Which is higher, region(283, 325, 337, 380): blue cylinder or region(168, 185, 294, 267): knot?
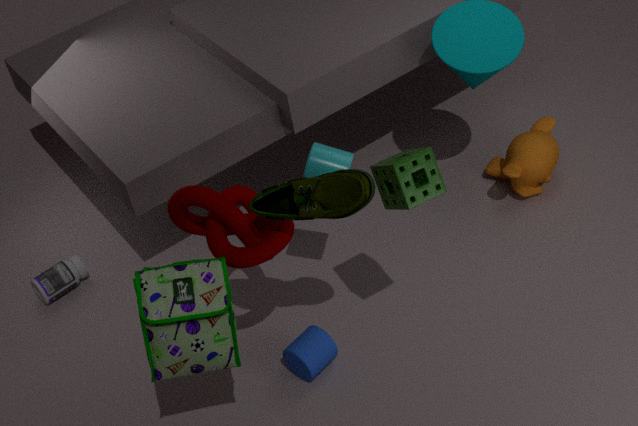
region(168, 185, 294, 267): knot
